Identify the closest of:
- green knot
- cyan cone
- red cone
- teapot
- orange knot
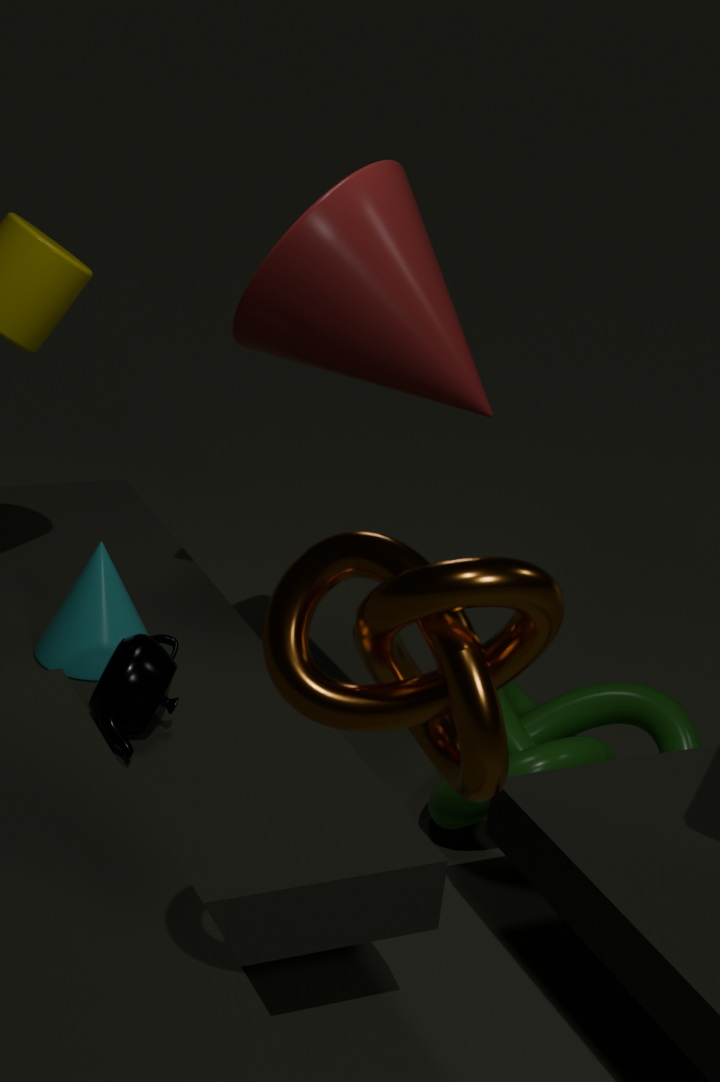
orange knot
